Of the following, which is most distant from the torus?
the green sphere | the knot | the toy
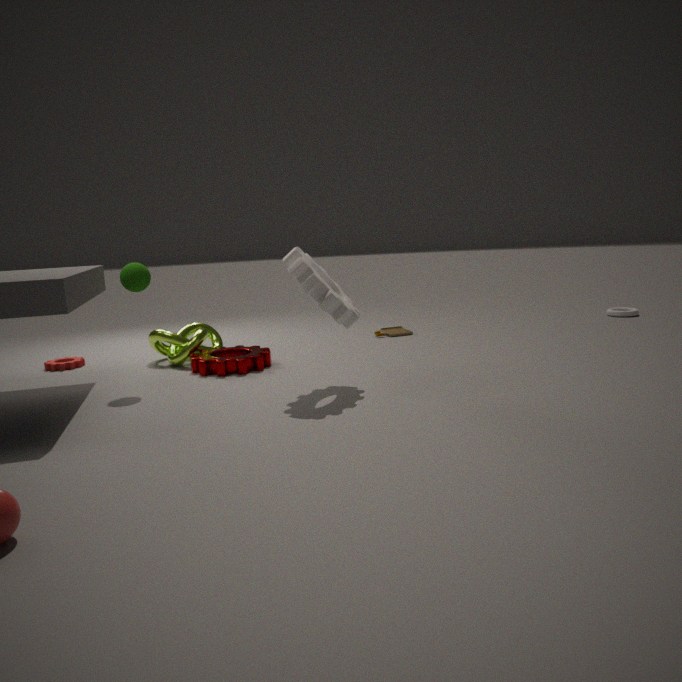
the green sphere
